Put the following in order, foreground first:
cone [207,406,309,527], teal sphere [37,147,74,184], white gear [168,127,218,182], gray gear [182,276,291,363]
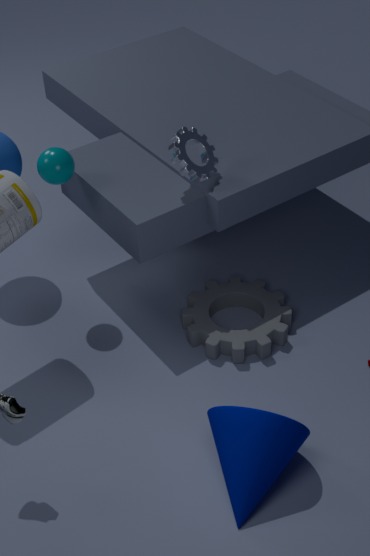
1. cone [207,406,309,527]
2. white gear [168,127,218,182]
3. teal sphere [37,147,74,184]
4. gray gear [182,276,291,363]
